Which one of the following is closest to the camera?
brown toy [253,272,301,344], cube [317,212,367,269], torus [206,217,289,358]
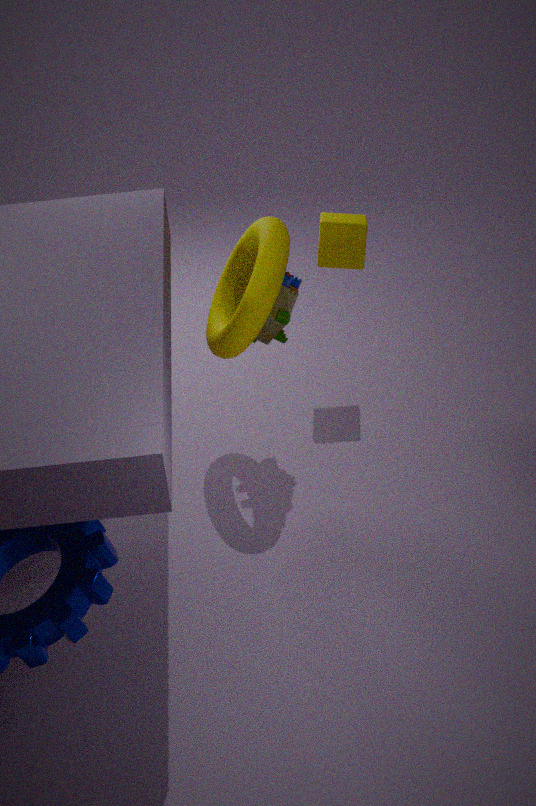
torus [206,217,289,358]
